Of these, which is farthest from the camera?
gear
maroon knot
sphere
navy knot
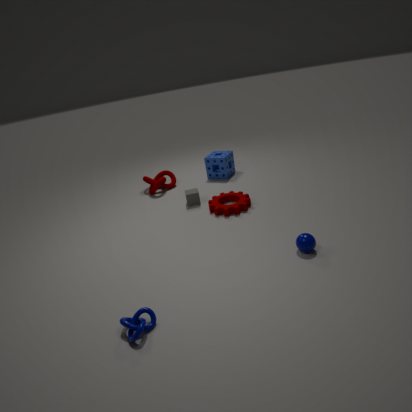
maroon knot
